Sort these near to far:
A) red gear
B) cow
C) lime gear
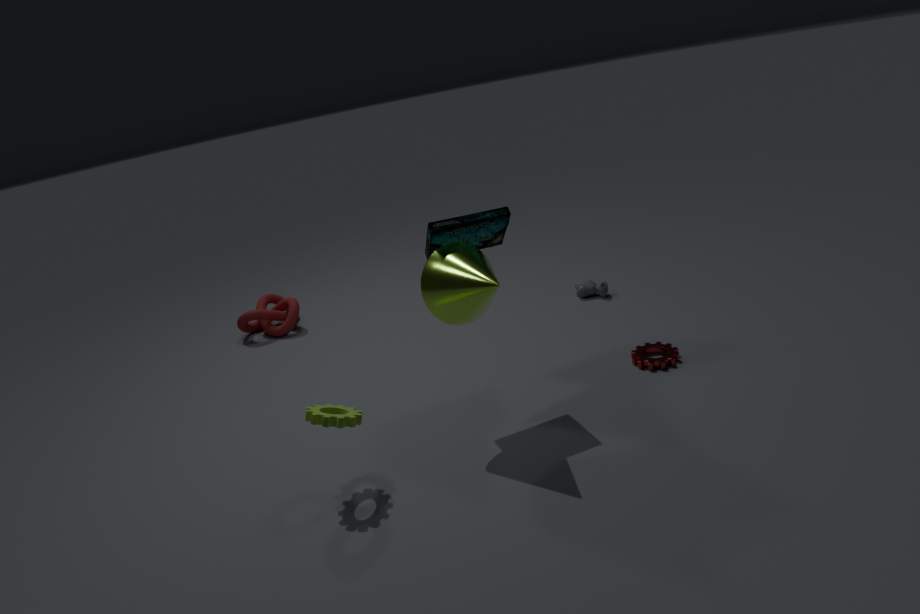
1. lime gear
2. red gear
3. cow
